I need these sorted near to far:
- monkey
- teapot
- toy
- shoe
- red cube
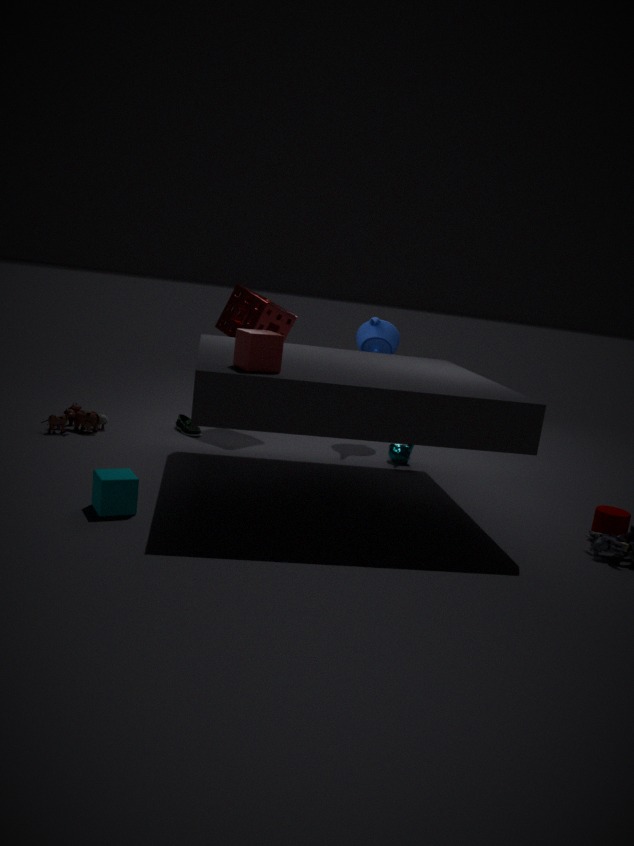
red cube
toy
monkey
shoe
teapot
